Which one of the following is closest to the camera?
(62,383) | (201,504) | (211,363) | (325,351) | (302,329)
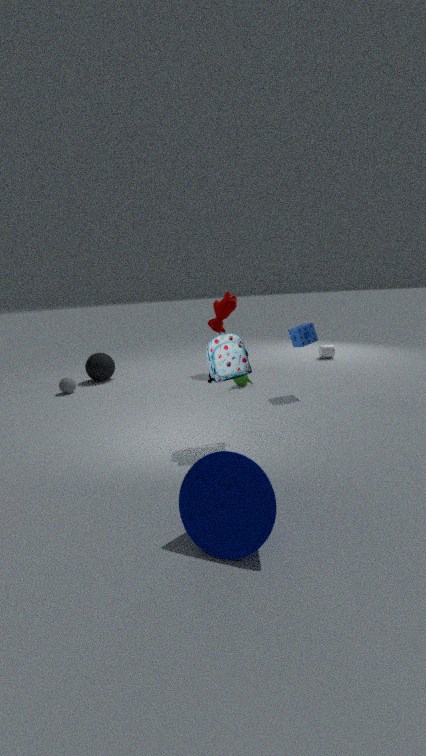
(201,504)
